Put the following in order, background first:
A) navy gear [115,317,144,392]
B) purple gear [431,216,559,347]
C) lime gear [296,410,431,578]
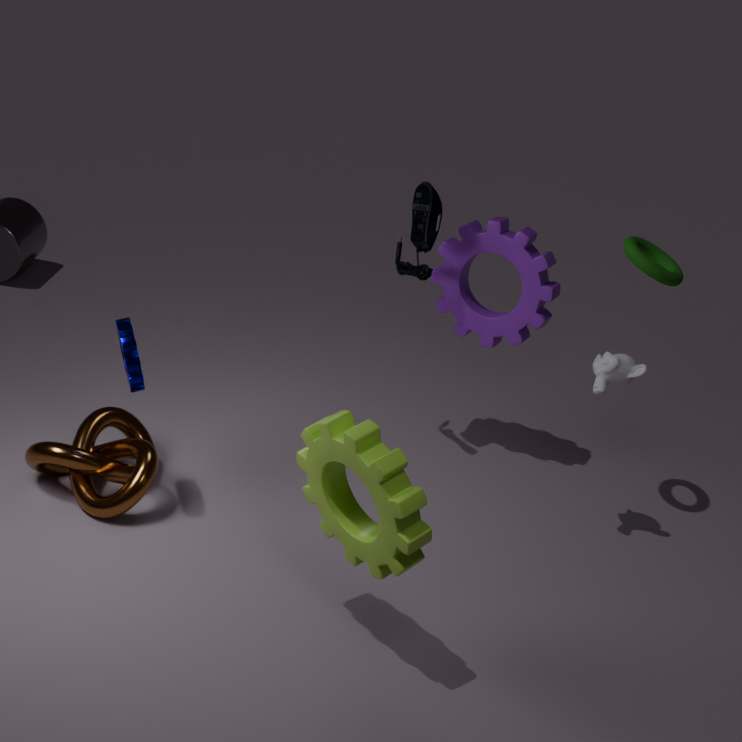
purple gear [431,216,559,347] < navy gear [115,317,144,392] < lime gear [296,410,431,578]
